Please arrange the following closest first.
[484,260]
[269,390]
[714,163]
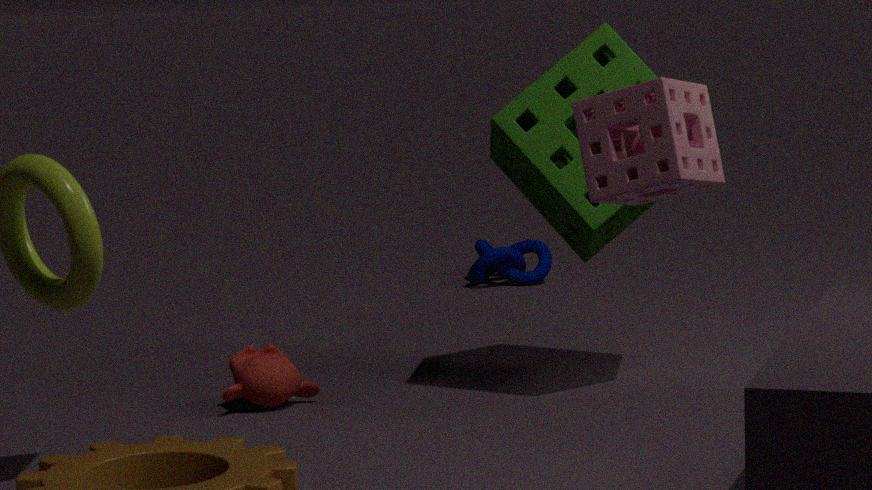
[714,163]
[269,390]
[484,260]
